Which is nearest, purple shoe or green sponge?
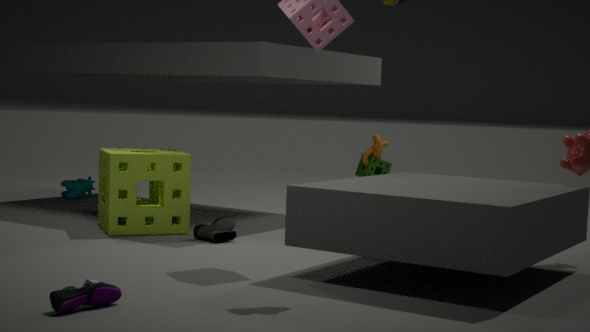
purple shoe
